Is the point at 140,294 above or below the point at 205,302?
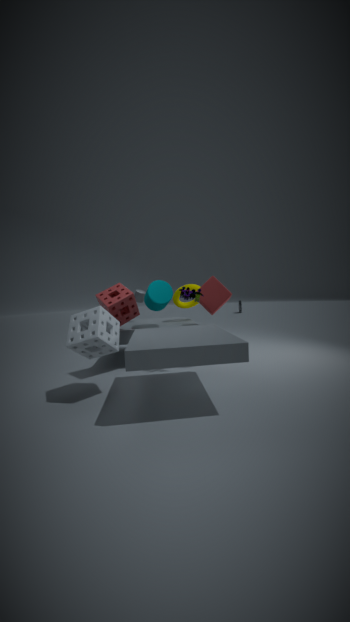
above
